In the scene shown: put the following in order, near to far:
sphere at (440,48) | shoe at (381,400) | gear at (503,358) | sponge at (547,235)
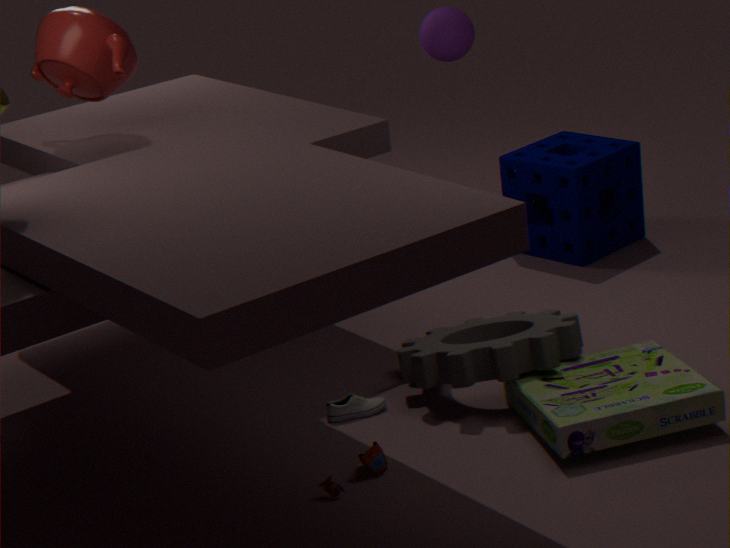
gear at (503,358)
shoe at (381,400)
sphere at (440,48)
sponge at (547,235)
